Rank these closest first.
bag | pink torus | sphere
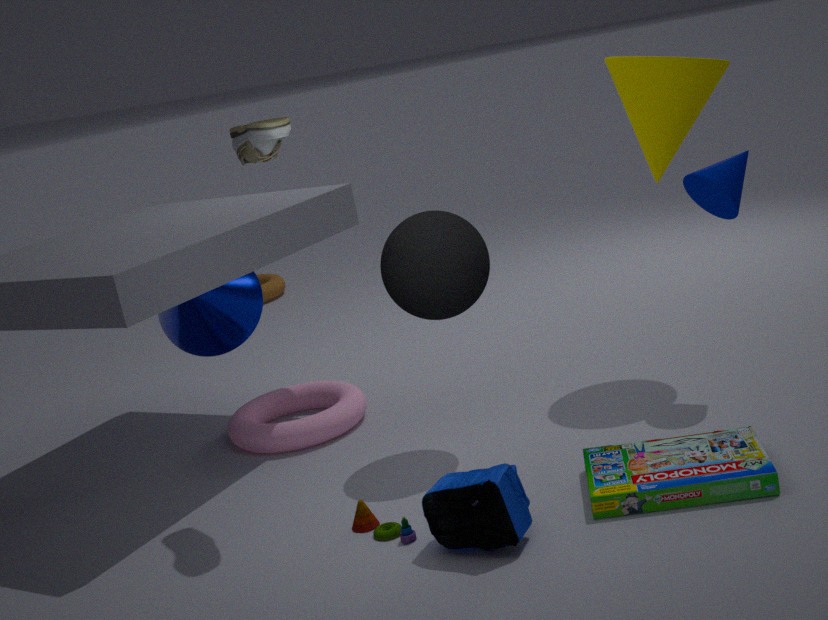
bag, sphere, pink torus
